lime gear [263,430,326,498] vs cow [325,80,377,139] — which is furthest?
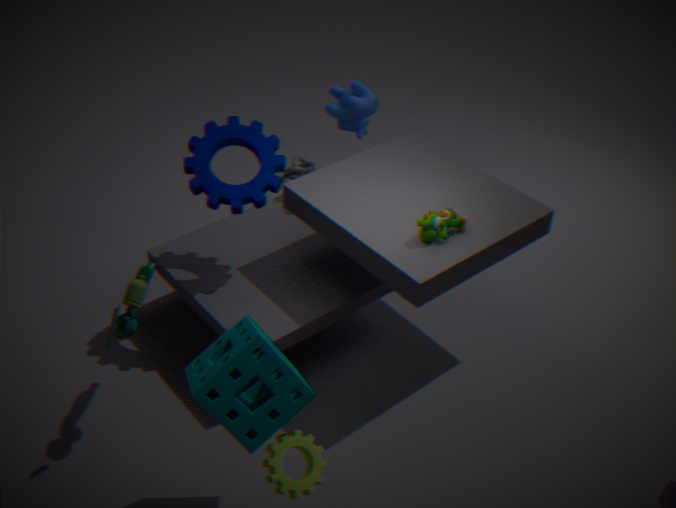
cow [325,80,377,139]
